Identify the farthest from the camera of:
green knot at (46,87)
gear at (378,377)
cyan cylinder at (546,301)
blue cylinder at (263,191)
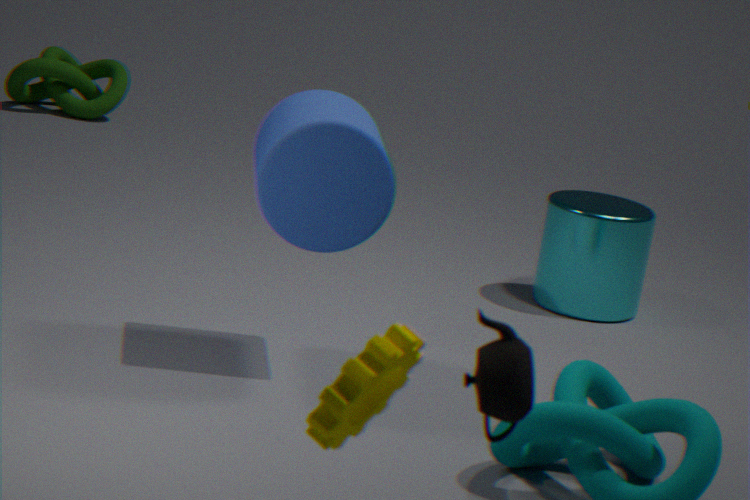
green knot at (46,87)
